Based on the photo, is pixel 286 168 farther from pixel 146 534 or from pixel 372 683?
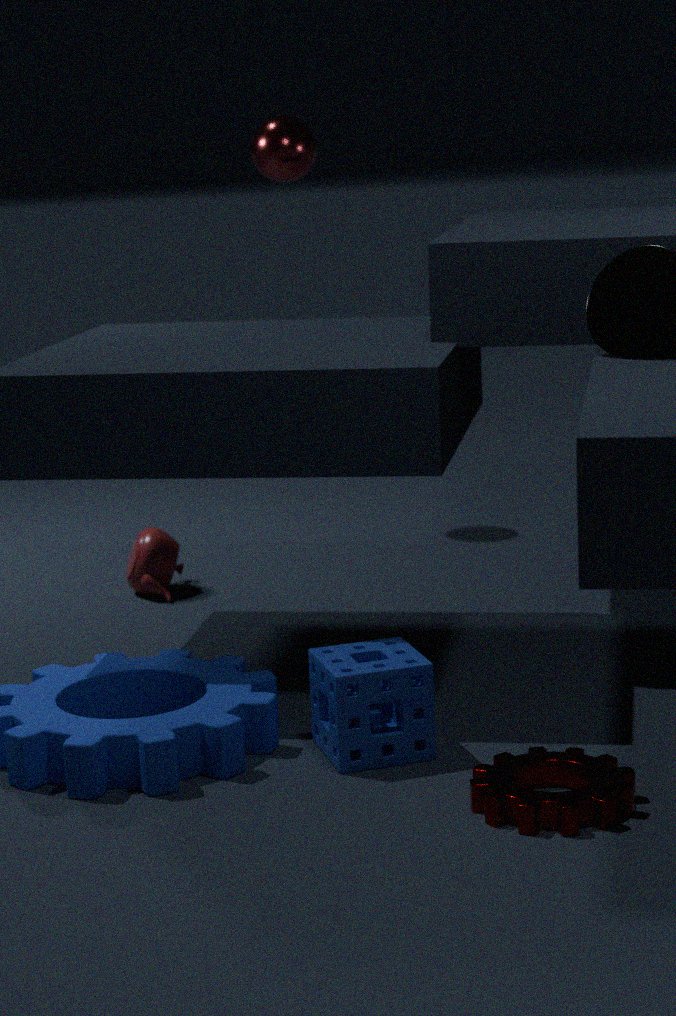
pixel 372 683
